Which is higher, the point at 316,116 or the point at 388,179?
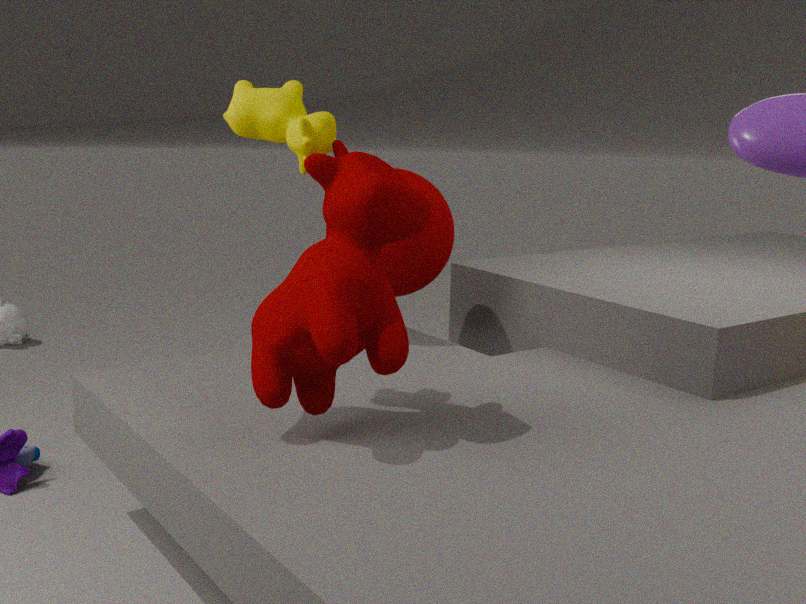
the point at 316,116
